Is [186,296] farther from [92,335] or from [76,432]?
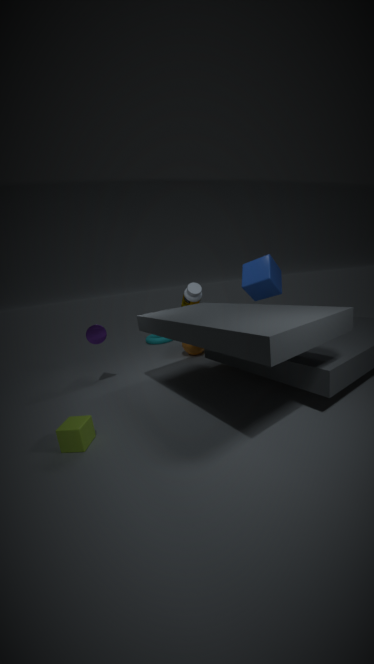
[76,432]
